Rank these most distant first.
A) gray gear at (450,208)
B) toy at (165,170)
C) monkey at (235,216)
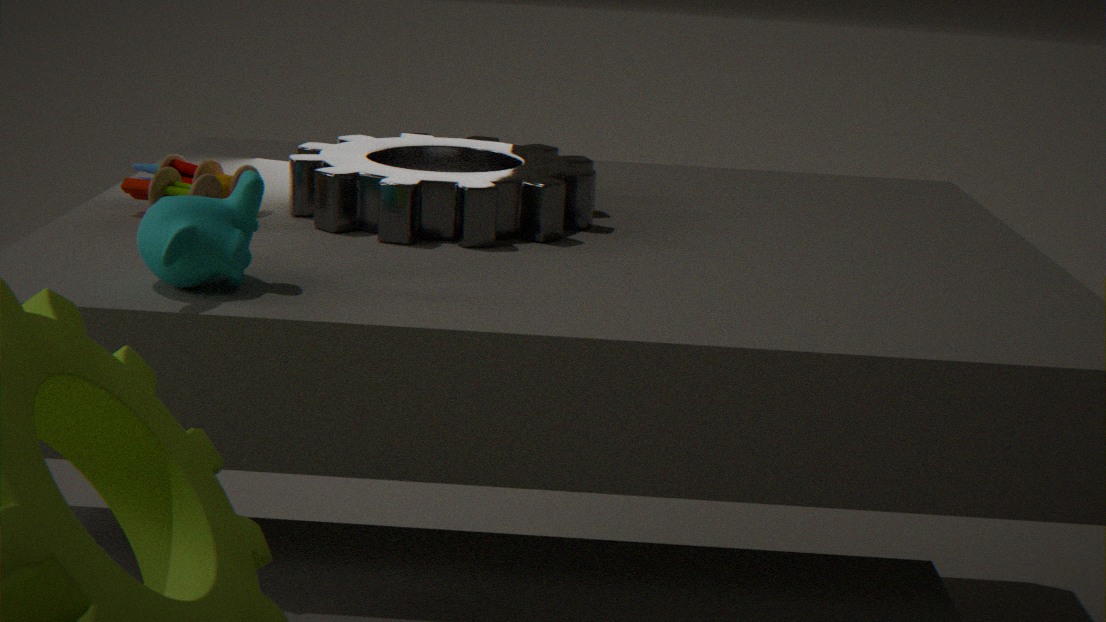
toy at (165,170)
gray gear at (450,208)
monkey at (235,216)
